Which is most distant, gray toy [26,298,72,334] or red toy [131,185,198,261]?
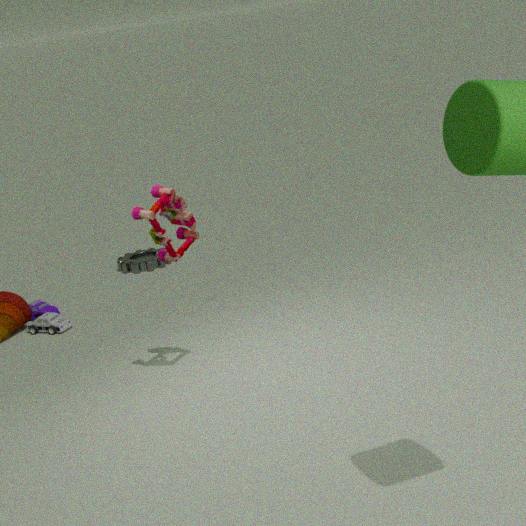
gray toy [26,298,72,334]
